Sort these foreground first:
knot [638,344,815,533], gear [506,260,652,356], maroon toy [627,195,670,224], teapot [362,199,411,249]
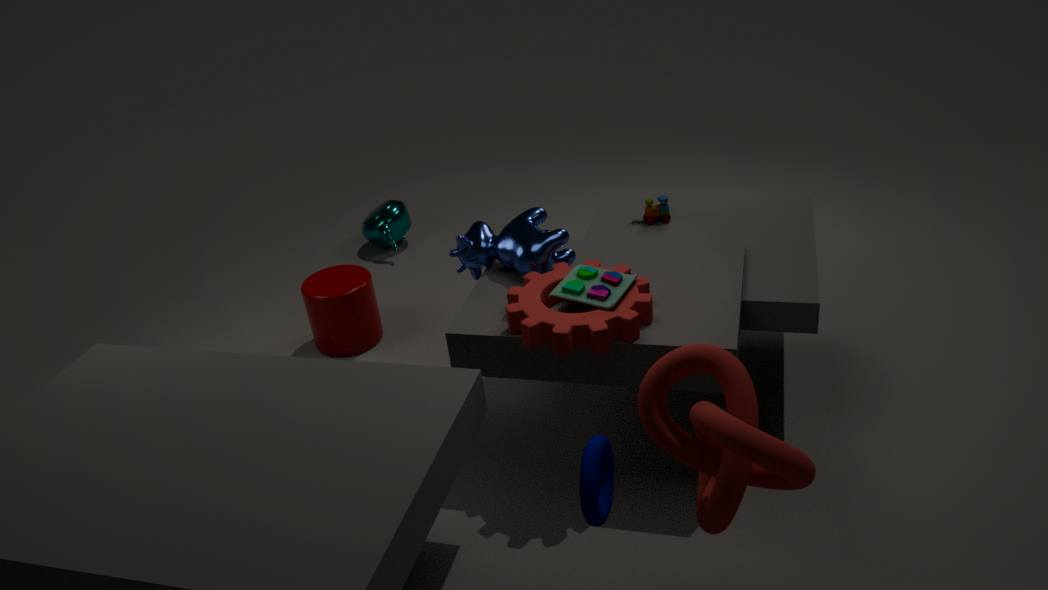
knot [638,344,815,533]
gear [506,260,652,356]
maroon toy [627,195,670,224]
teapot [362,199,411,249]
